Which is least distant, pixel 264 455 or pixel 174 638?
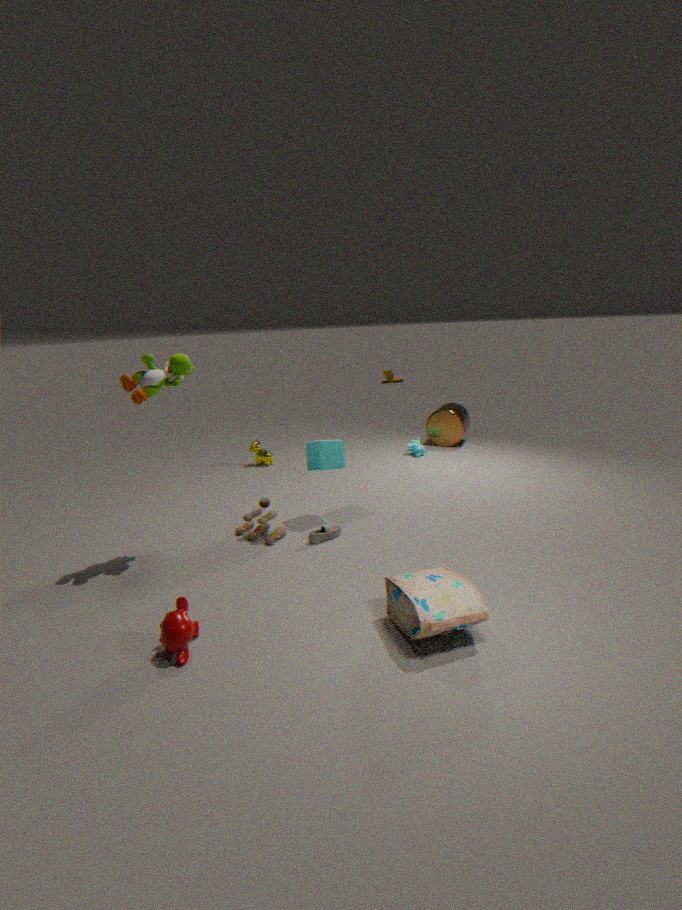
pixel 174 638
